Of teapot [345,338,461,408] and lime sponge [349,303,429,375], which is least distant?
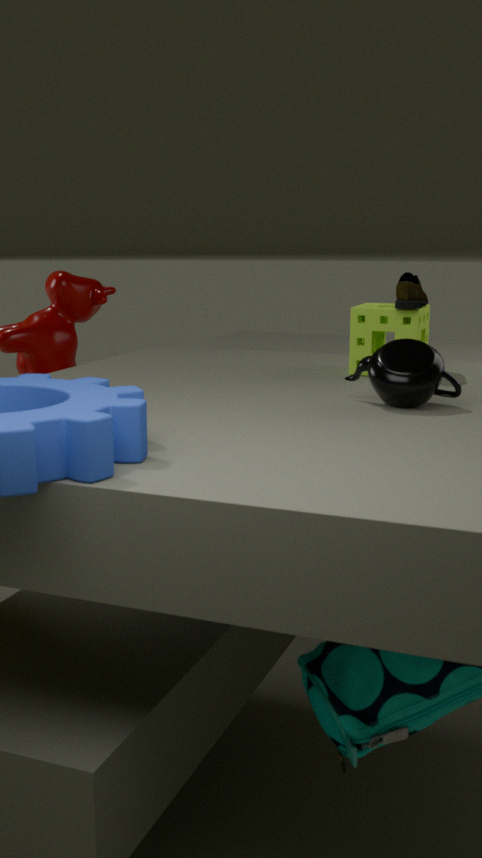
teapot [345,338,461,408]
